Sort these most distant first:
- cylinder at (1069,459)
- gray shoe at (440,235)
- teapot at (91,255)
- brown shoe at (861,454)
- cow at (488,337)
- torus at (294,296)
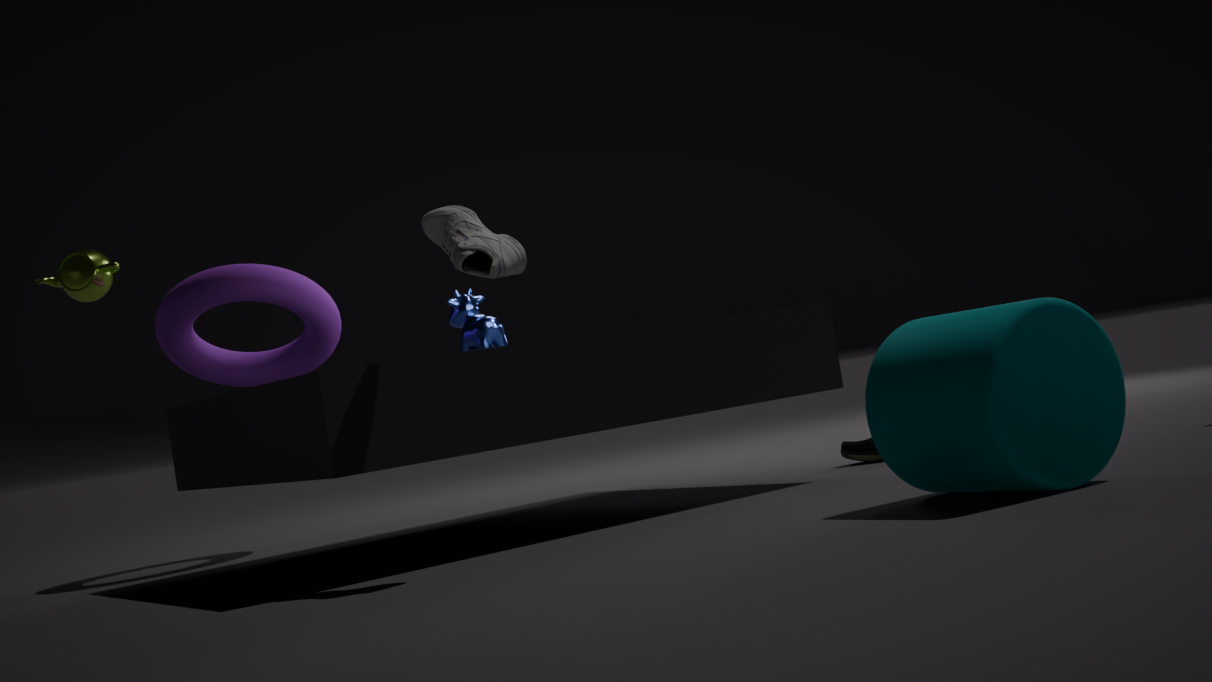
1. teapot at (91,255)
2. cow at (488,337)
3. torus at (294,296)
4. brown shoe at (861,454)
5. gray shoe at (440,235)
6. cylinder at (1069,459)
